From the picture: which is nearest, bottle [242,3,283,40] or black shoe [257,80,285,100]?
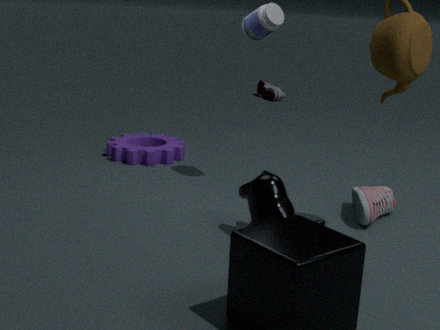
bottle [242,3,283,40]
